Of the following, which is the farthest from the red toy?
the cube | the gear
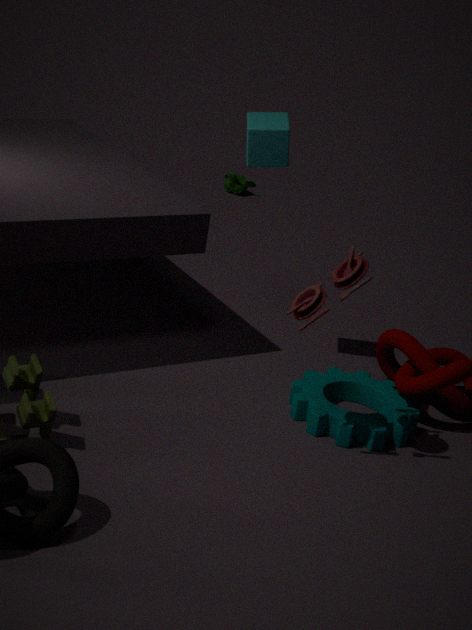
the cube
